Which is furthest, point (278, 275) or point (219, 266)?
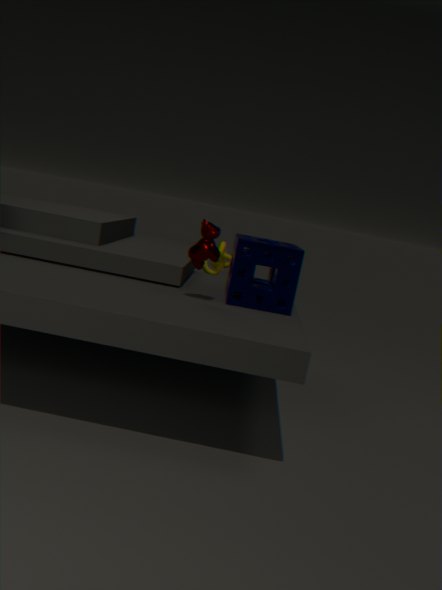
point (219, 266)
